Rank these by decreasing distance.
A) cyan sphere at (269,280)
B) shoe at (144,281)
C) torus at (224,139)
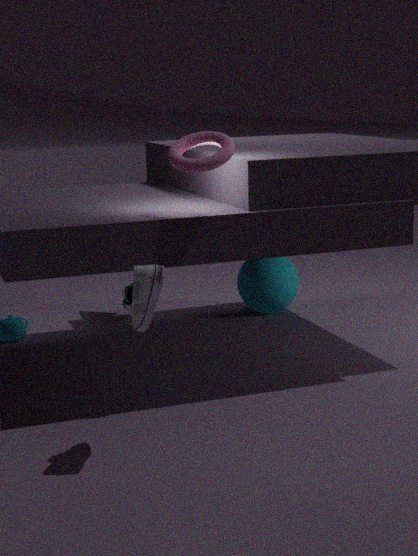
1. cyan sphere at (269,280)
2. torus at (224,139)
3. shoe at (144,281)
